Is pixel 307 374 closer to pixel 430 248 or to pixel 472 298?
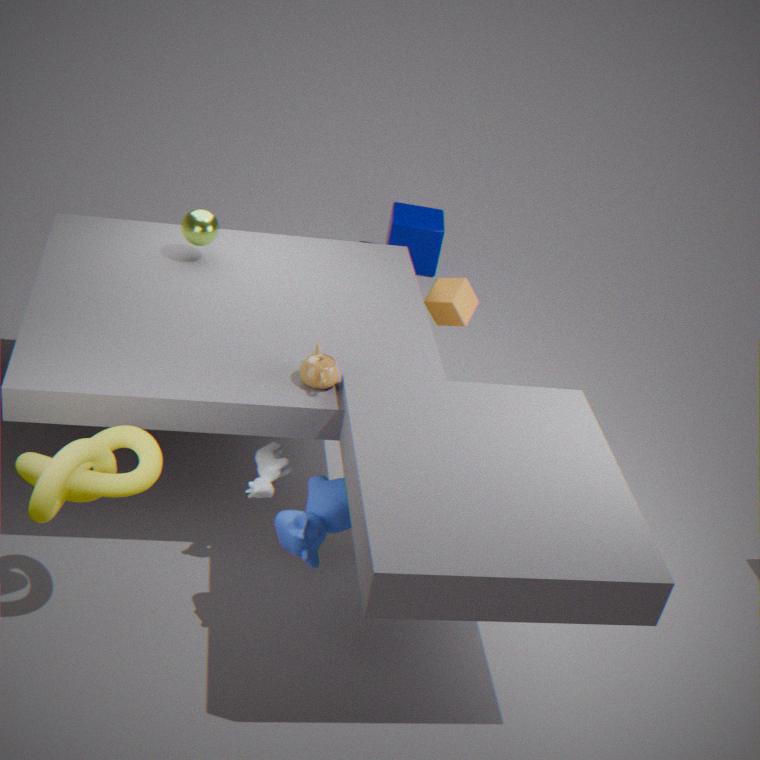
pixel 472 298
